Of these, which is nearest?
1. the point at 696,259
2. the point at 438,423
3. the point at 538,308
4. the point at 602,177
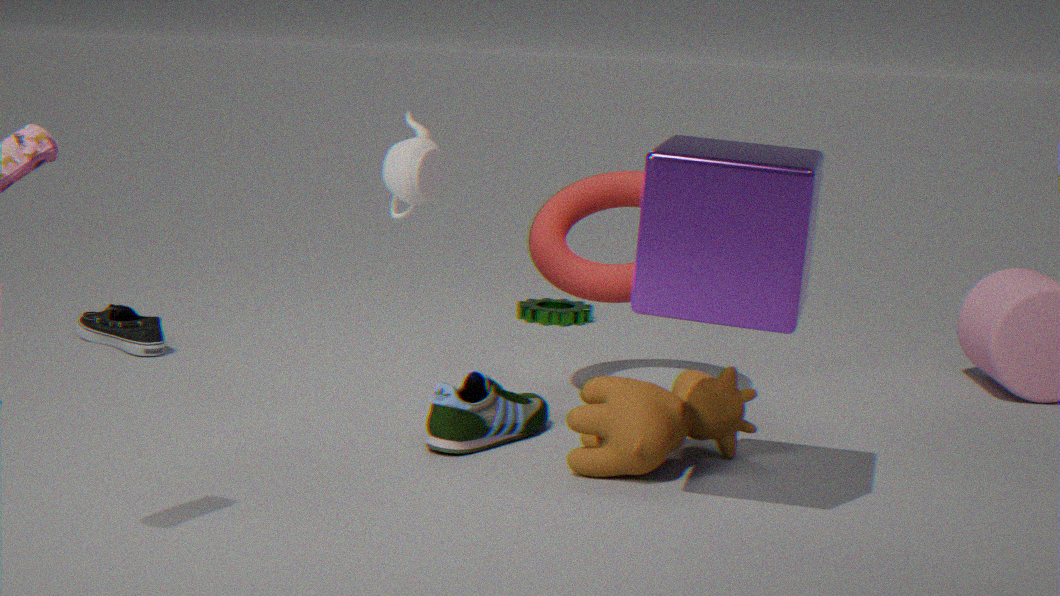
→ the point at 696,259
